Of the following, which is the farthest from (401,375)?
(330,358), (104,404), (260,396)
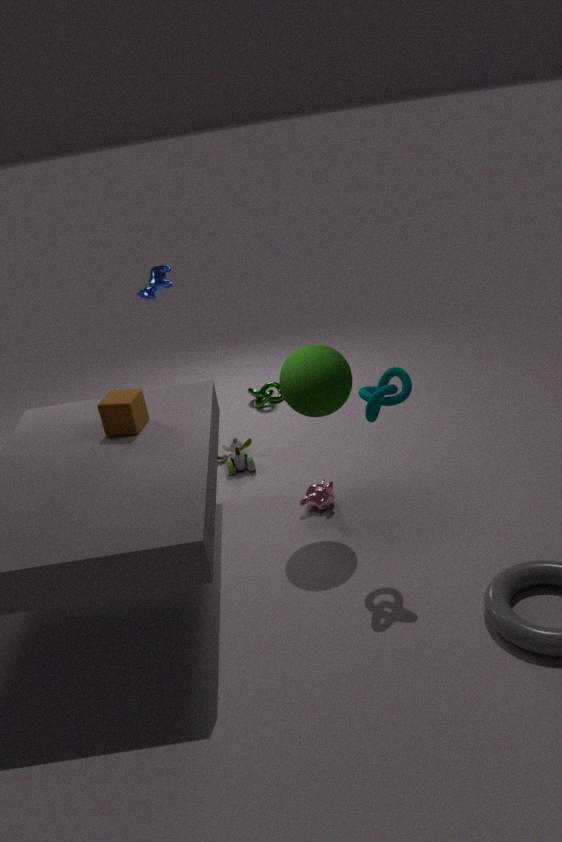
(260,396)
